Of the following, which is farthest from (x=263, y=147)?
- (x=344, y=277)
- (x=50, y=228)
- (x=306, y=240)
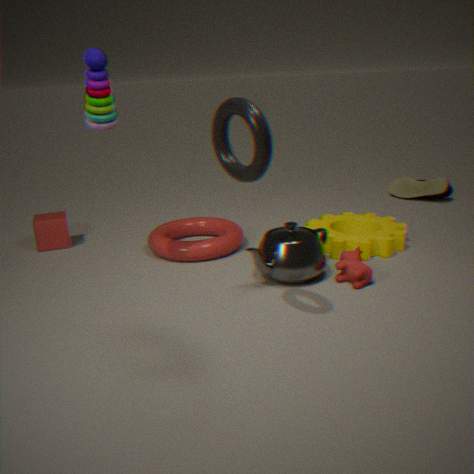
(x=50, y=228)
